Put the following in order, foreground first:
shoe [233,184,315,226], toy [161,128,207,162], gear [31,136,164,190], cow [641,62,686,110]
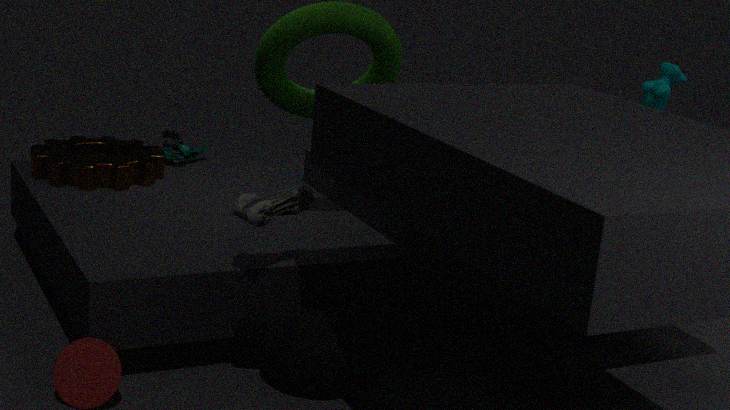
shoe [233,184,315,226]
gear [31,136,164,190]
cow [641,62,686,110]
toy [161,128,207,162]
